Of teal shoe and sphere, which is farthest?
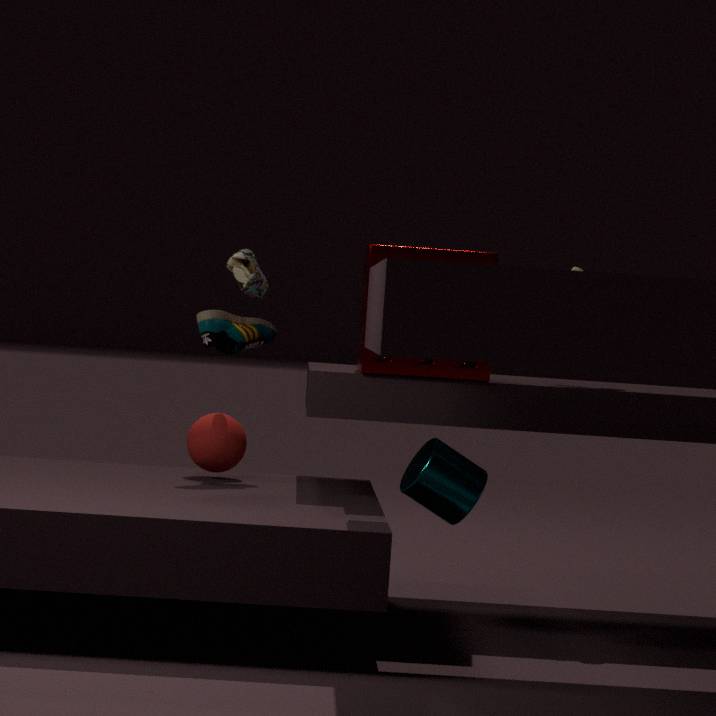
sphere
